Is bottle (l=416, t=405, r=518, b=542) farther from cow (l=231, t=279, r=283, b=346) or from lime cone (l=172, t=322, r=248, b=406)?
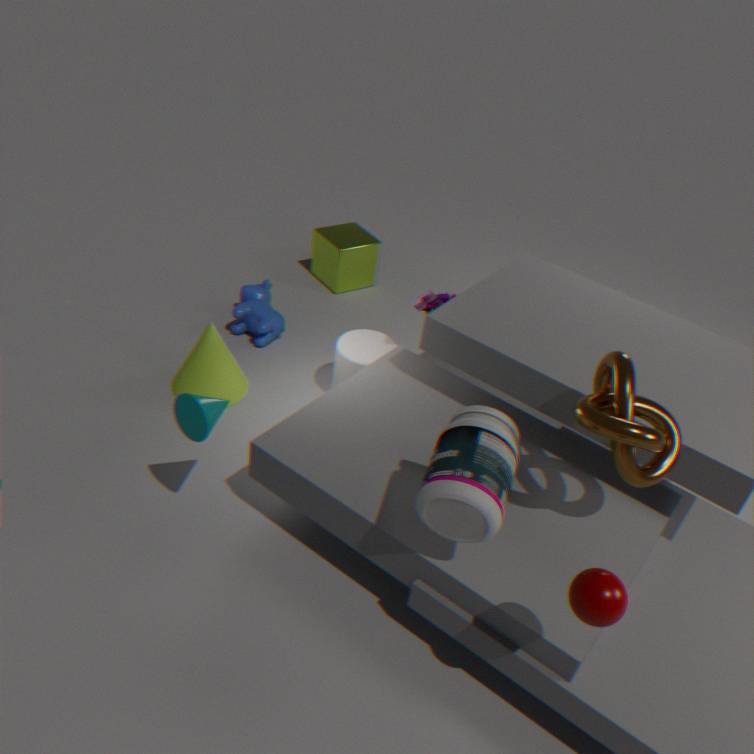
cow (l=231, t=279, r=283, b=346)
